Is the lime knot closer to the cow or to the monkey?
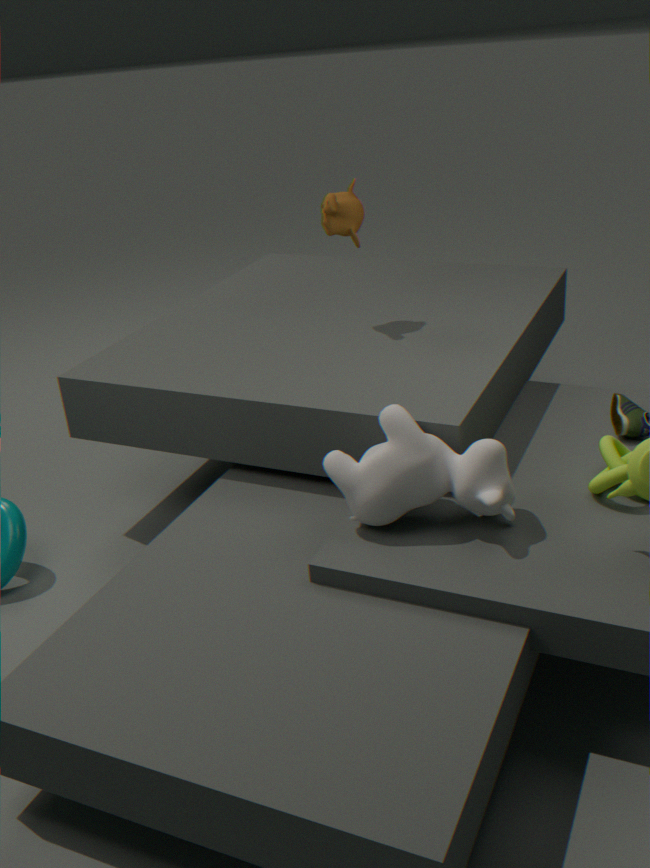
the cow
